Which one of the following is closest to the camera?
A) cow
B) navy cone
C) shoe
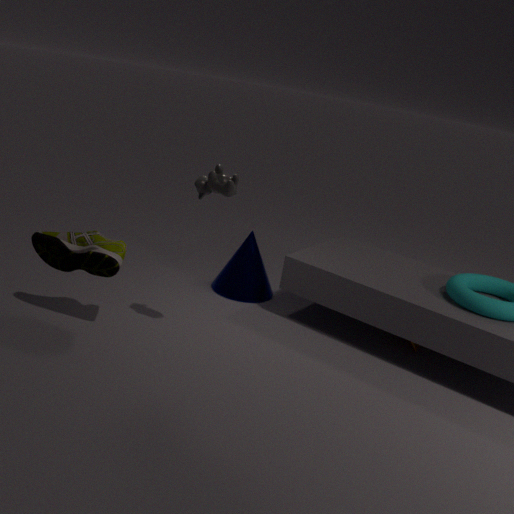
cow
